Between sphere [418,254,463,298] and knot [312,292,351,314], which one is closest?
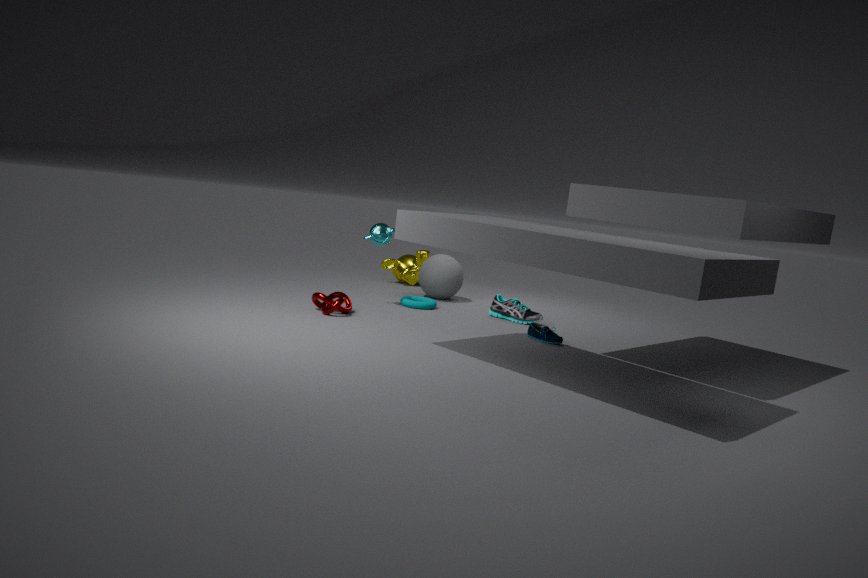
knot [312,292,351,314]
